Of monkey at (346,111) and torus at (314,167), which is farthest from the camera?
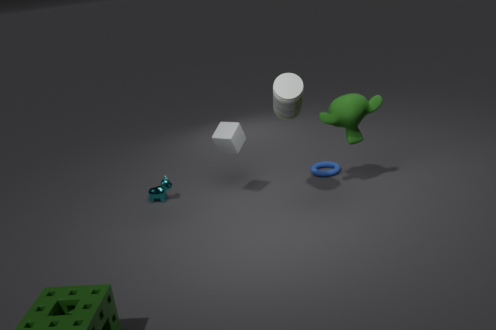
torus at (314,167)
